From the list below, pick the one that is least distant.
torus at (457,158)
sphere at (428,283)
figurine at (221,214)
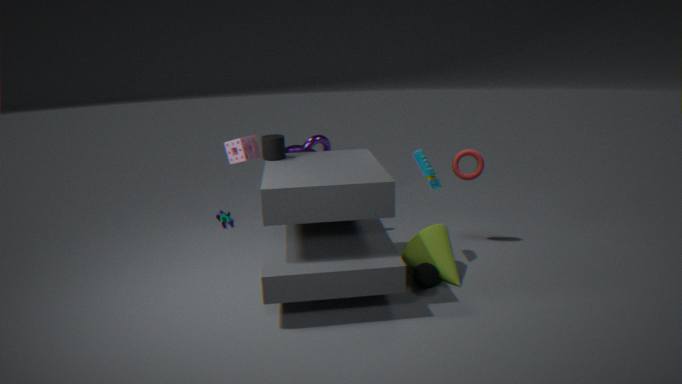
sphere at (428,283)
